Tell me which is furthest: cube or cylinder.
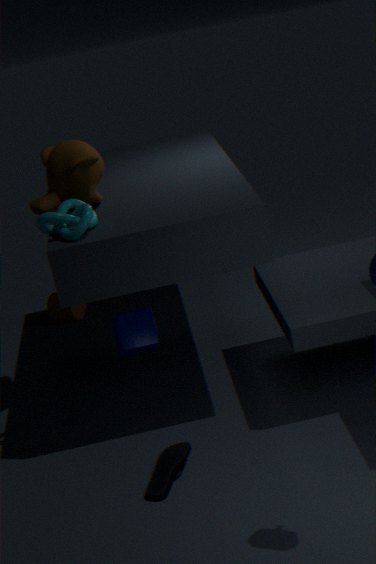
cylinder
